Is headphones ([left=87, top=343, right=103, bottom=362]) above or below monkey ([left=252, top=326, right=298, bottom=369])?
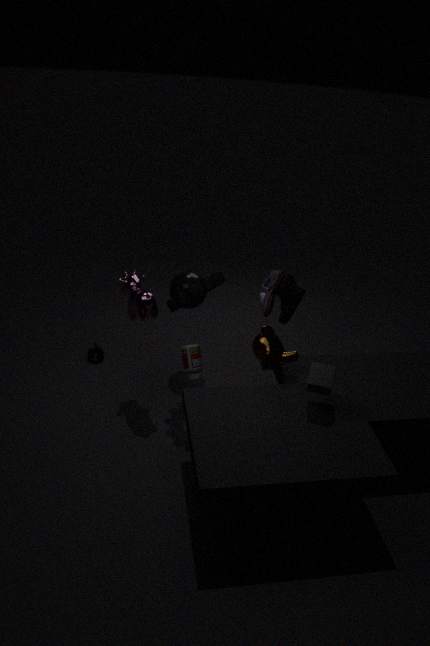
below
